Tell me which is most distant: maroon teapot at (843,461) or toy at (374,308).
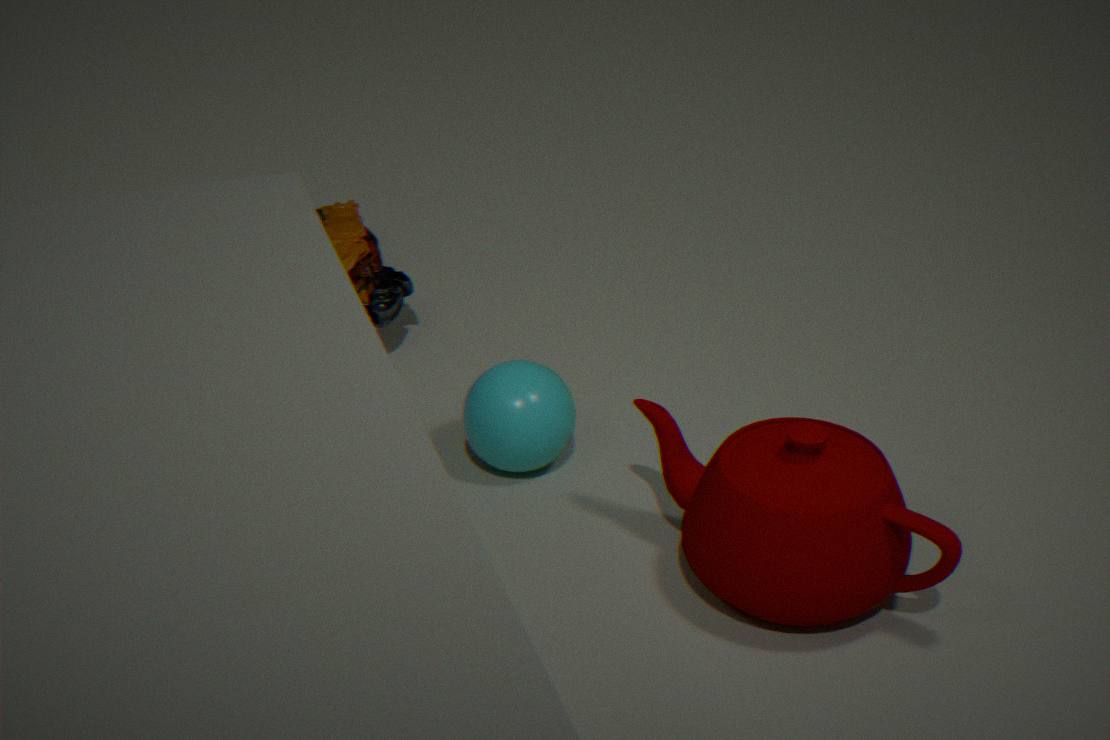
toy at (374,308)
